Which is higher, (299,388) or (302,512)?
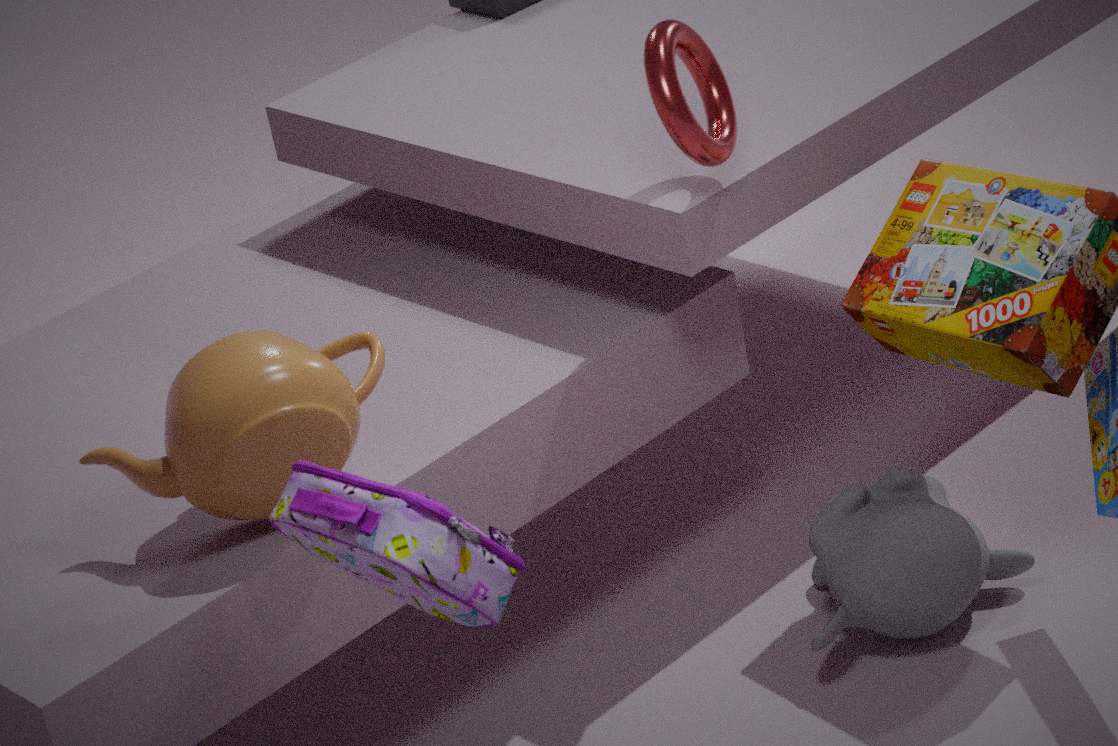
(299,388)
